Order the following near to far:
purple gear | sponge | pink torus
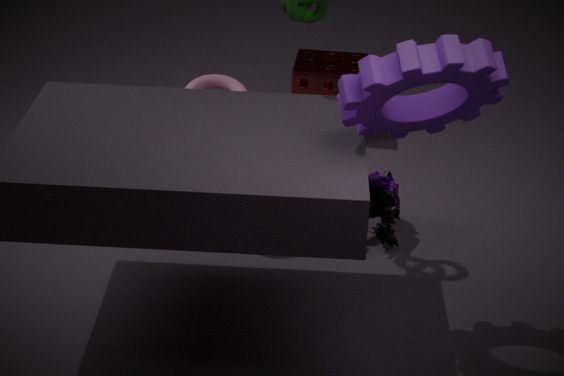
purple gear
pink torus
sponge
